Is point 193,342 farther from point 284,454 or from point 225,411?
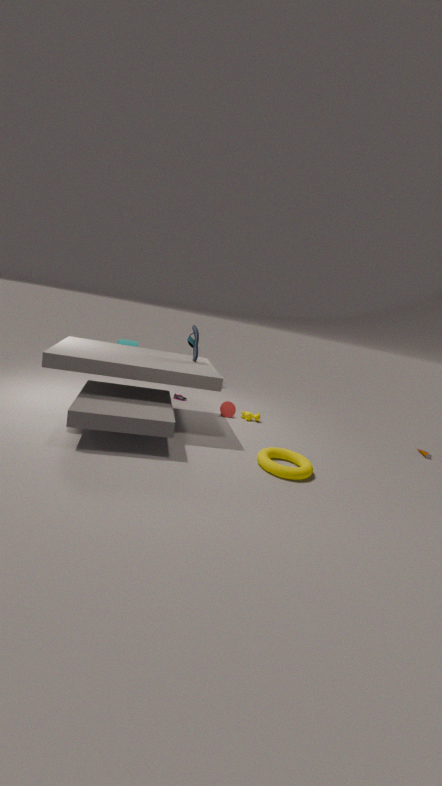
point 284,454
